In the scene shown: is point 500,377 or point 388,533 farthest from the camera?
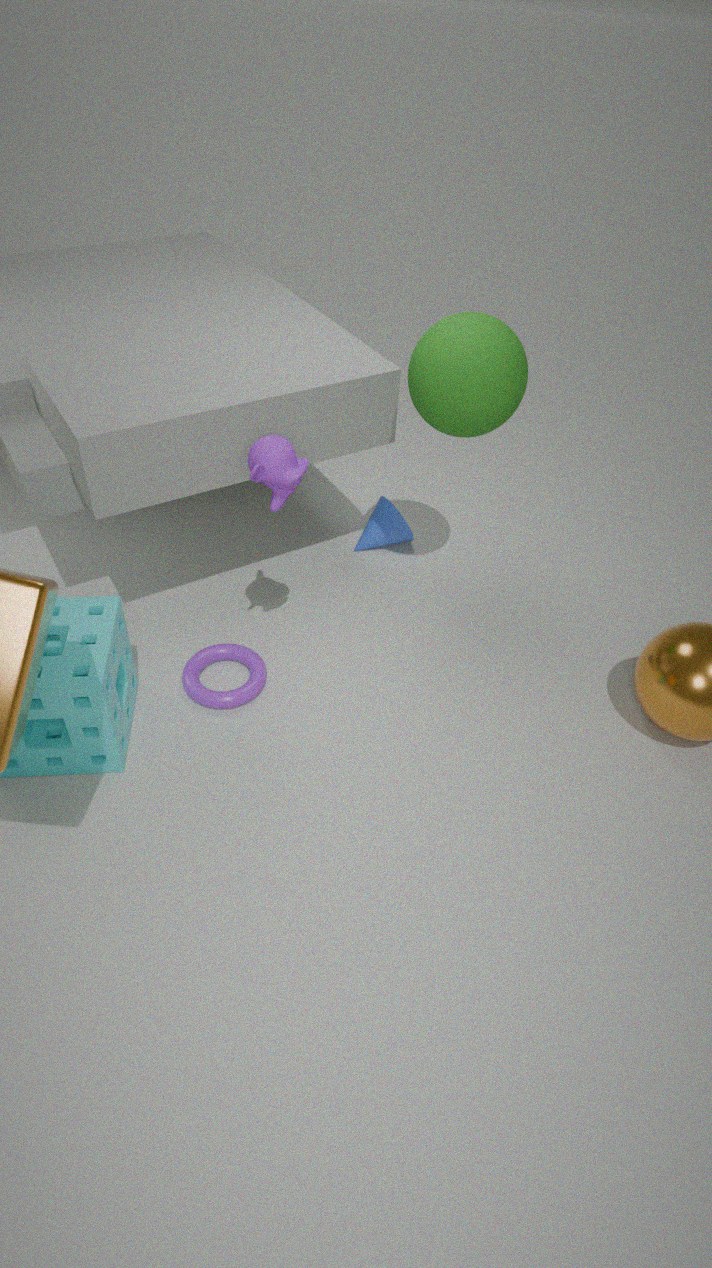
point 388,533
